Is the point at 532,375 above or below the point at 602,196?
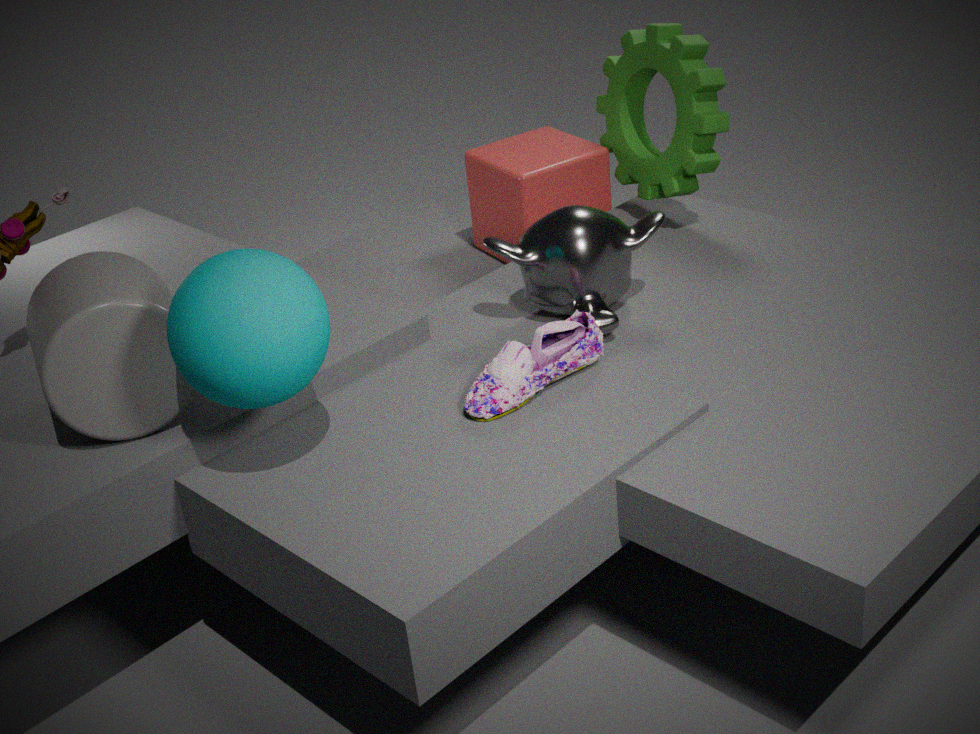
above
